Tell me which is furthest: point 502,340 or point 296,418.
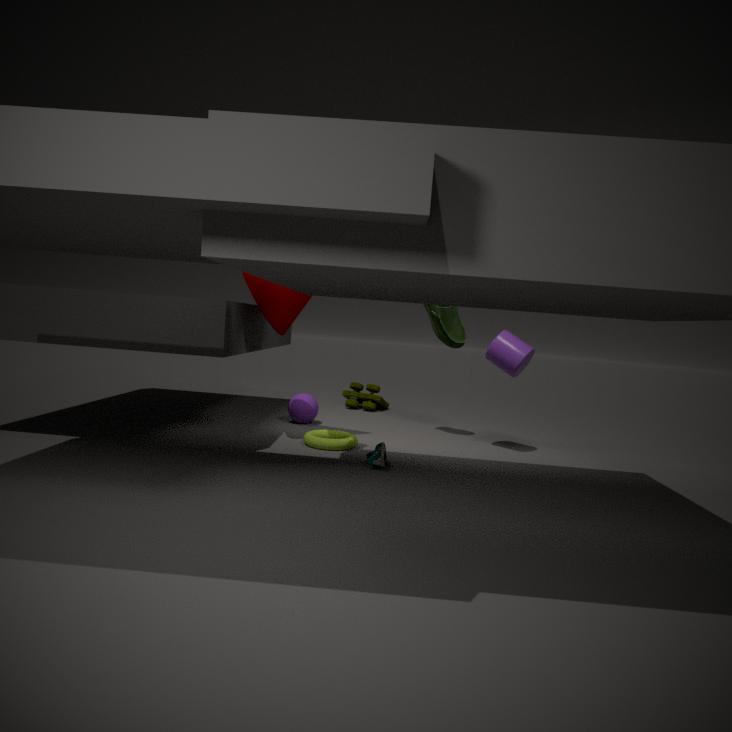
point 296,418
